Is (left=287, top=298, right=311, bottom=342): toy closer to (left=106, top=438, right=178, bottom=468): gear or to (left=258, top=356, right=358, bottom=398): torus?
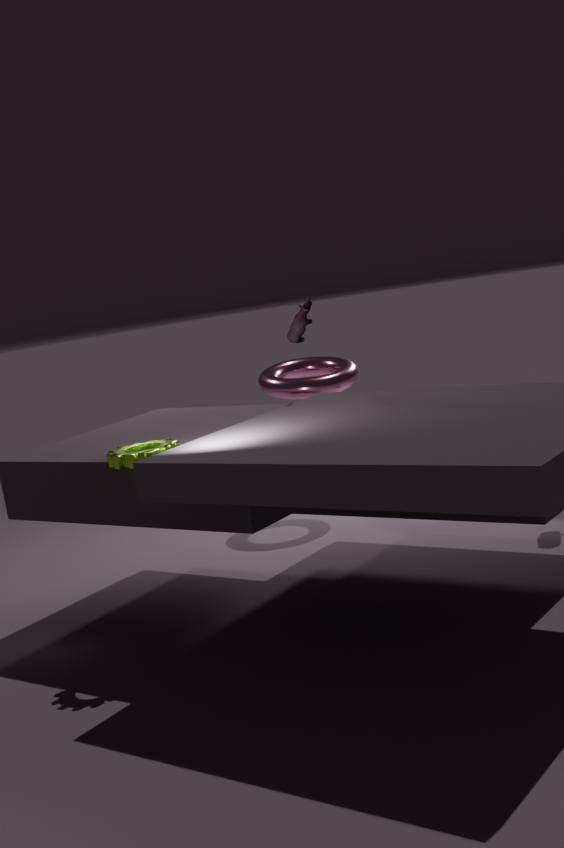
(left=106, top=438, right=178, bottom=468): gear
